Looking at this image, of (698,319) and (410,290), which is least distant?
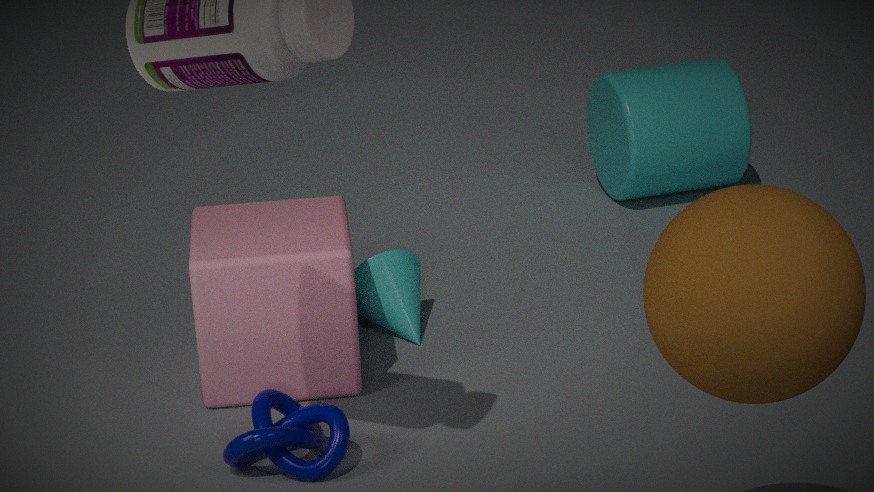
(698,319)
